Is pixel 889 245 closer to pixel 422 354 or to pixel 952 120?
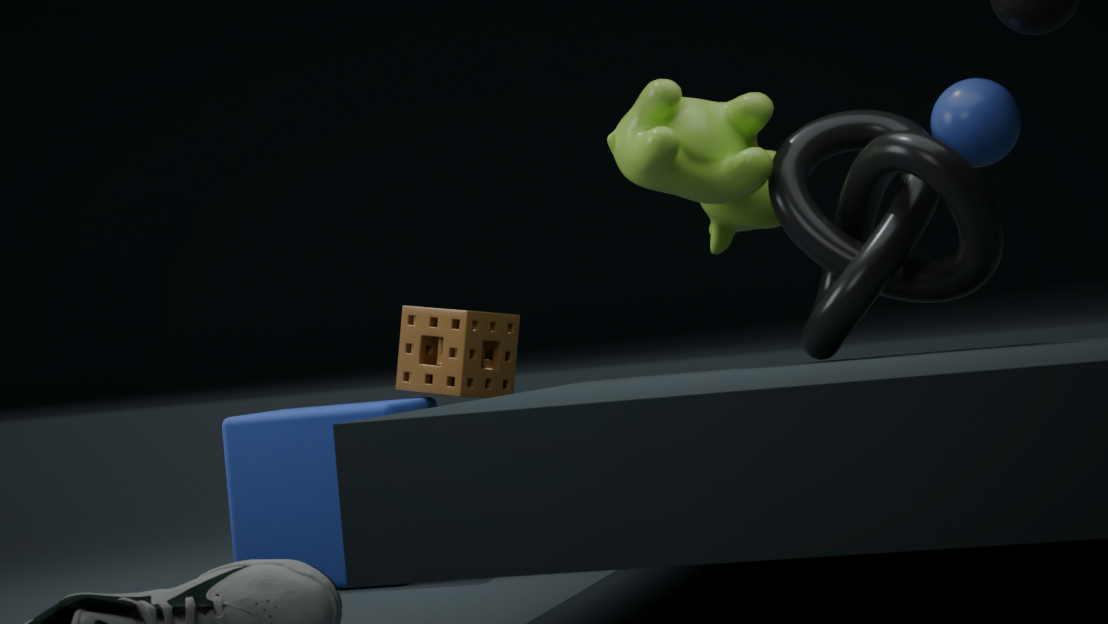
pixel 952 120
